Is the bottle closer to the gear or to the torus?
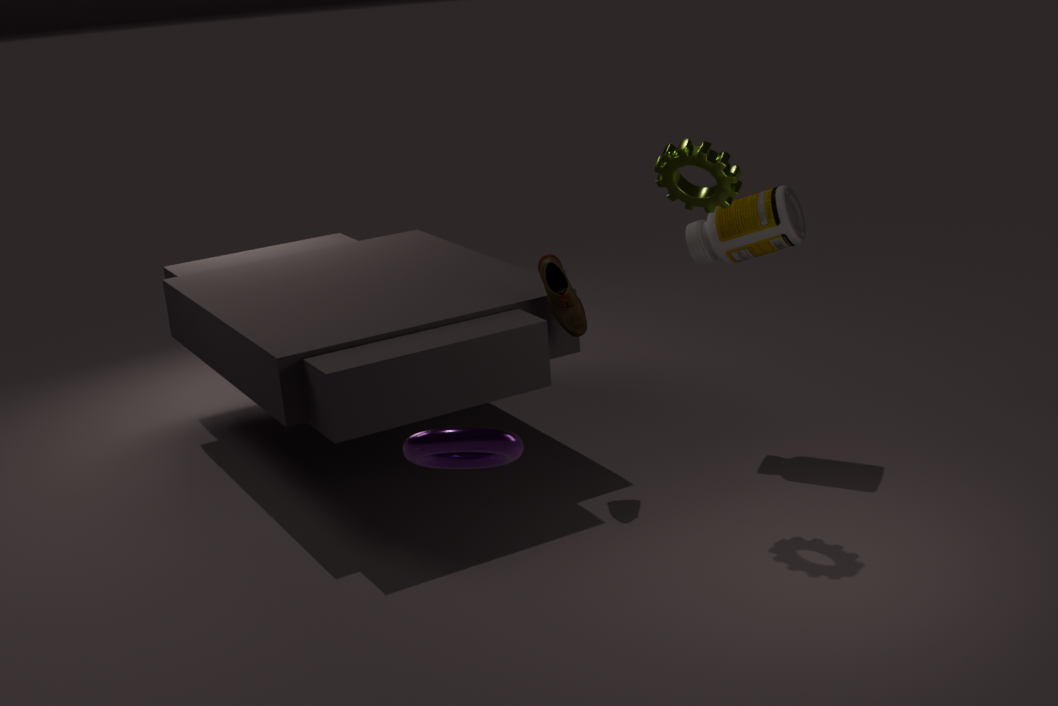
the gear
